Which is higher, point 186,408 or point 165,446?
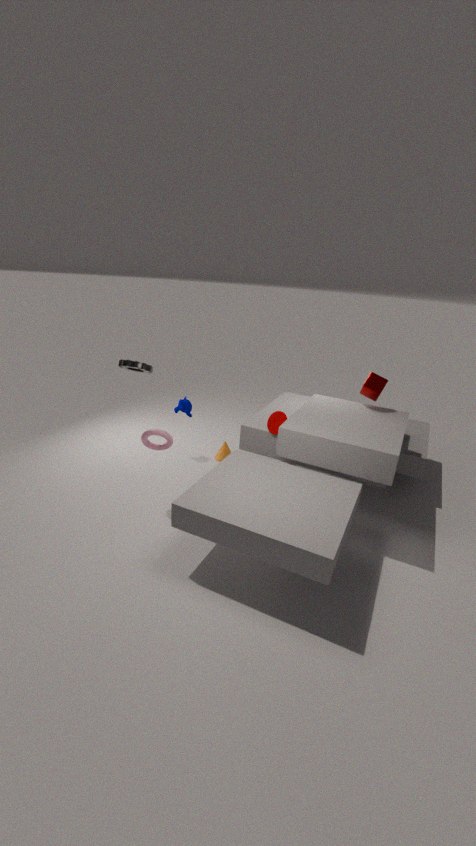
point 165,446
